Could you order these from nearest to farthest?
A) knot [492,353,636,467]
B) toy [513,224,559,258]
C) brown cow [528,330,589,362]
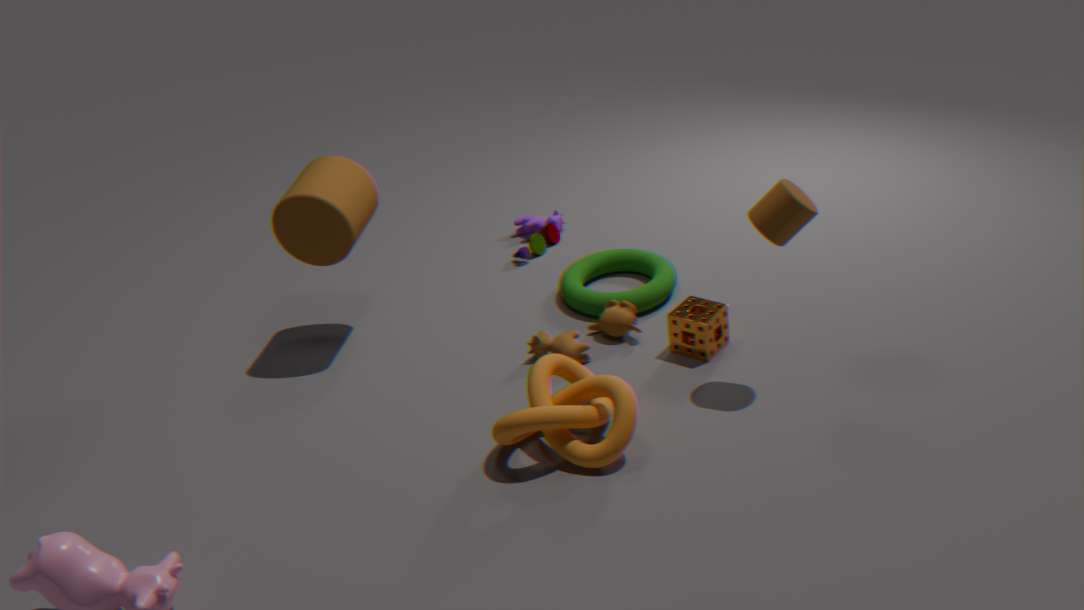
1. knot [492,353,636,467]
2. brown cow [528,330,589,362]
3. toy [513,224,559,258]
